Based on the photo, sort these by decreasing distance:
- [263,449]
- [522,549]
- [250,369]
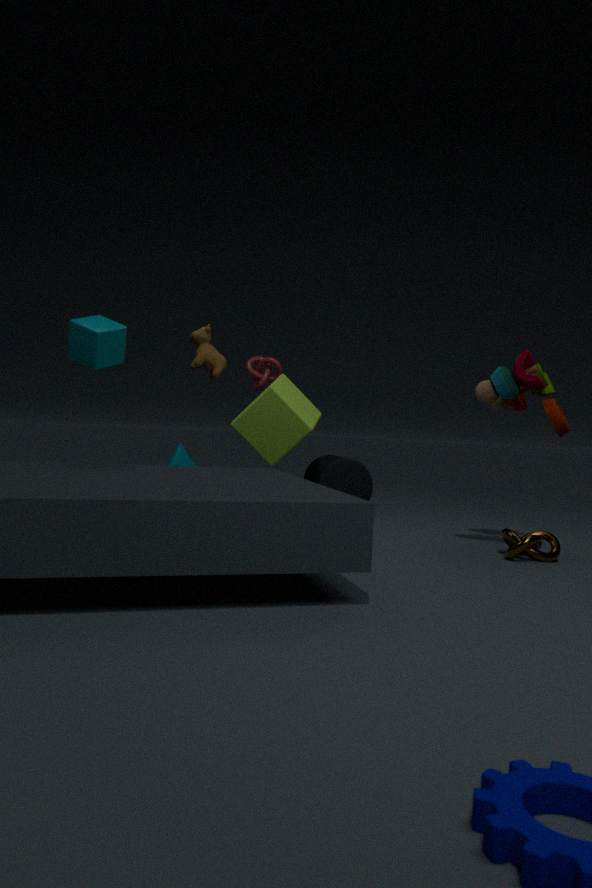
[250,369] → [263,449] → [522,549]
